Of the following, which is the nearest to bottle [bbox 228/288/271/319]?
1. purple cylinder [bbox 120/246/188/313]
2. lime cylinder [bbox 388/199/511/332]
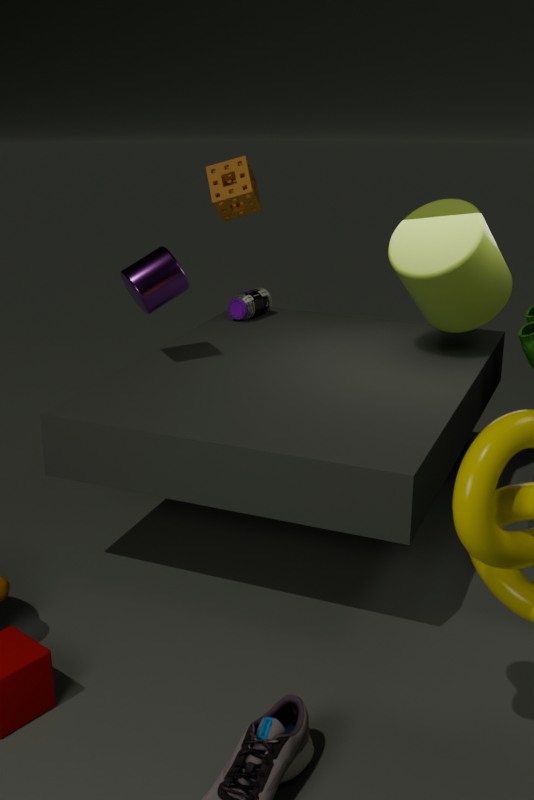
purple cylinder [bbox 120/246/188/313]
